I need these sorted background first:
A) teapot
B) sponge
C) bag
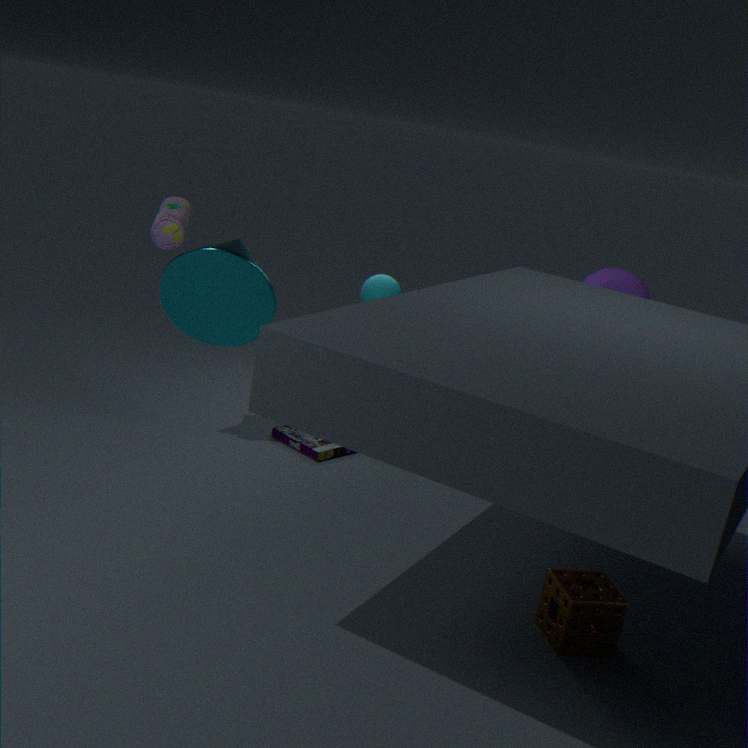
teapot
bag
sponge
